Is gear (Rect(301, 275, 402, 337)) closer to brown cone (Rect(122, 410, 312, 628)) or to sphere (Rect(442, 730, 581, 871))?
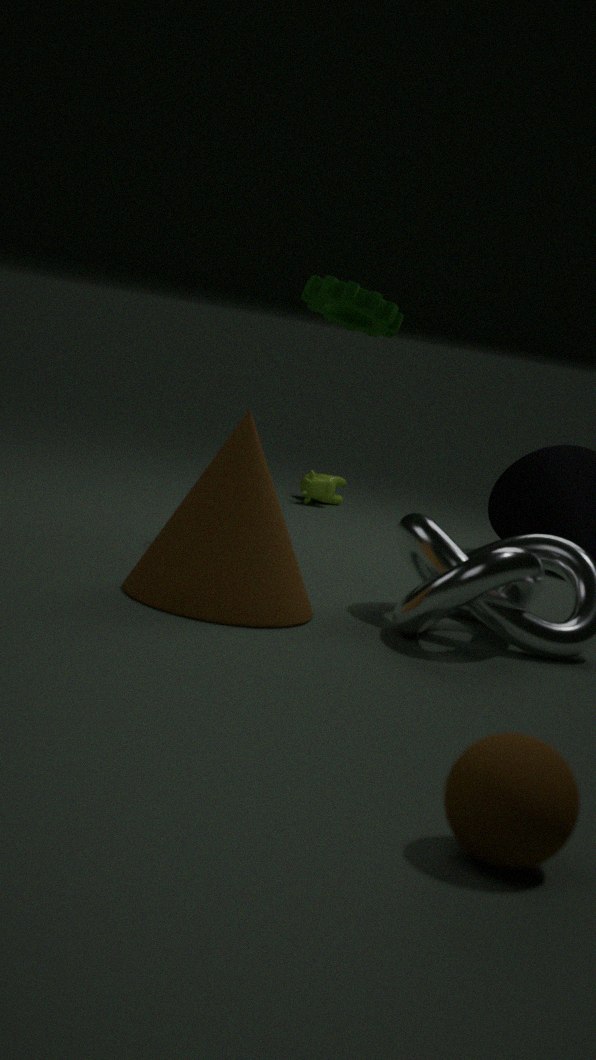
brown cone (Rect(122, 410, 312, 628))
